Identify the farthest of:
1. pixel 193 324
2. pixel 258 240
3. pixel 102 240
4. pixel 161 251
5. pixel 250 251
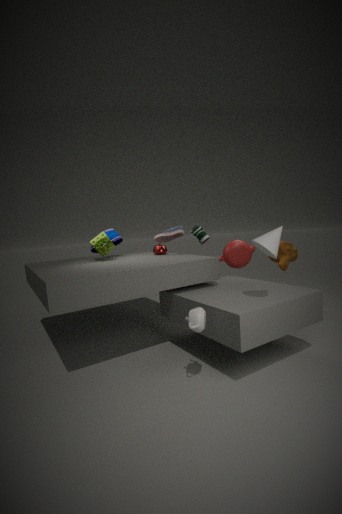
pixel 161 251
